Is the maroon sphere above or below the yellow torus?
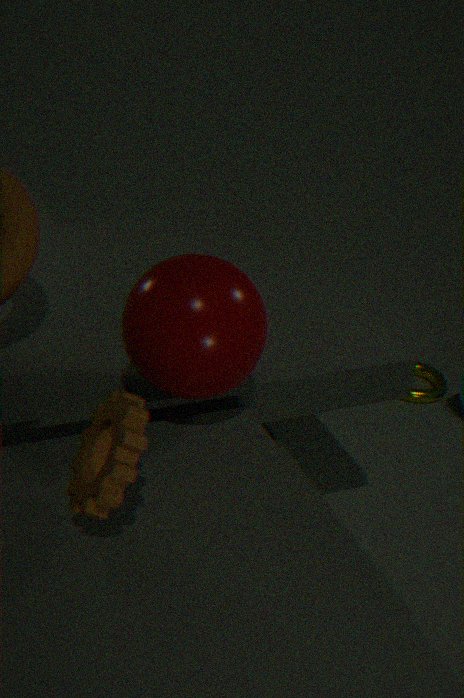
above
